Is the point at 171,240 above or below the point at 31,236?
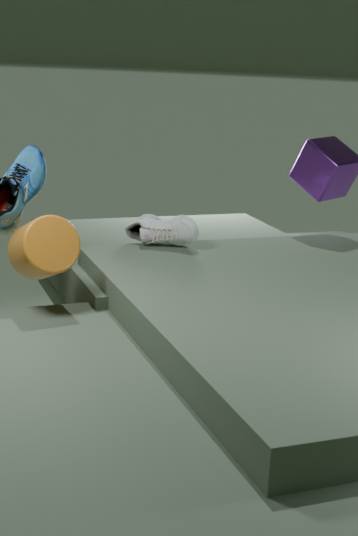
below
